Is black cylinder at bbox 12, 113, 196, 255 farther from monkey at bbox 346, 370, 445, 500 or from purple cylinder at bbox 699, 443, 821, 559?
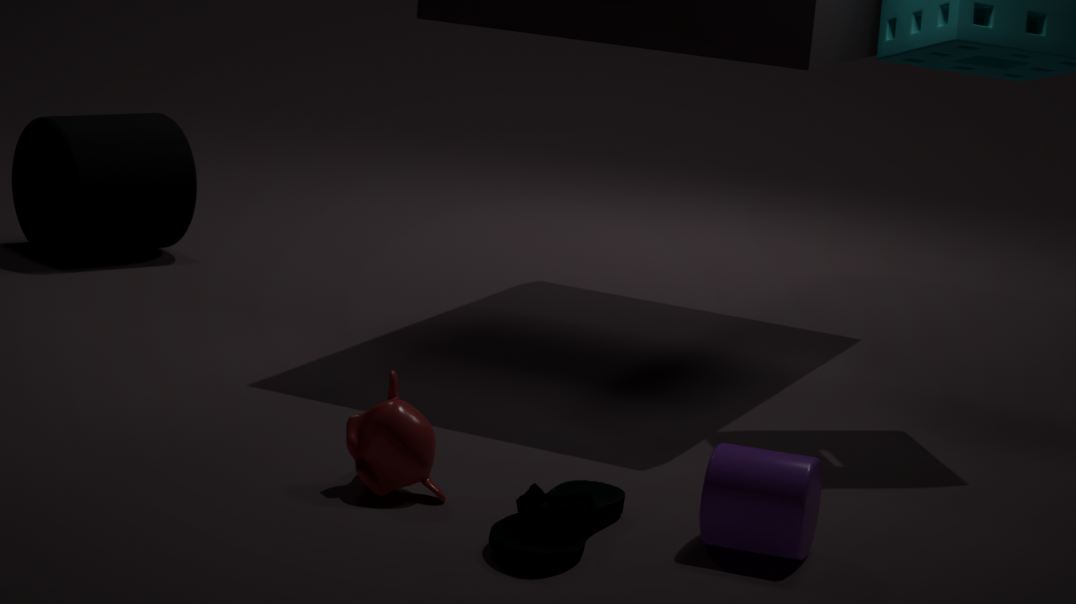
purple cylinder at bbox 699, 443, 821, 559
